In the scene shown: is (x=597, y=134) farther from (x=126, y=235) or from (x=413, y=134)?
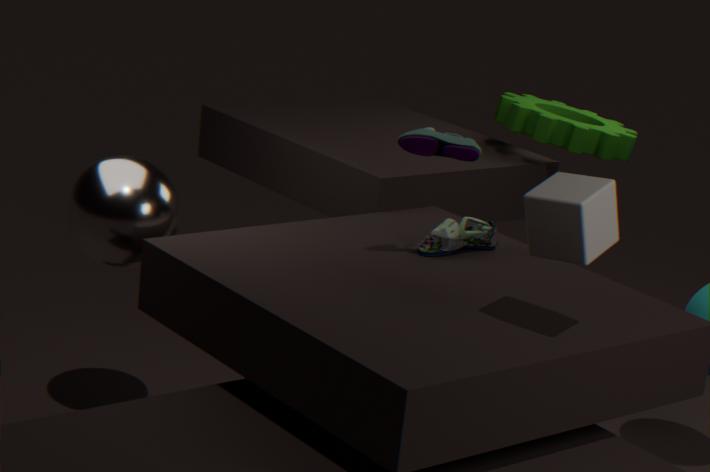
(x=126, y=235)
